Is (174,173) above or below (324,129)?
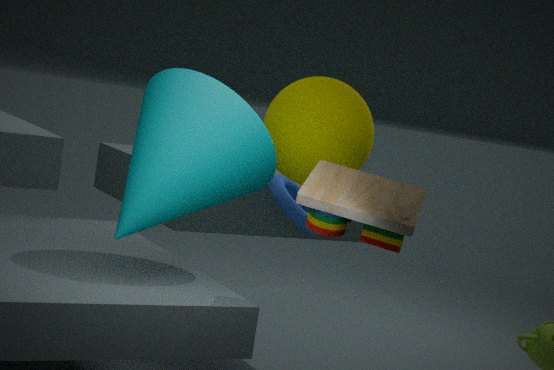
below
